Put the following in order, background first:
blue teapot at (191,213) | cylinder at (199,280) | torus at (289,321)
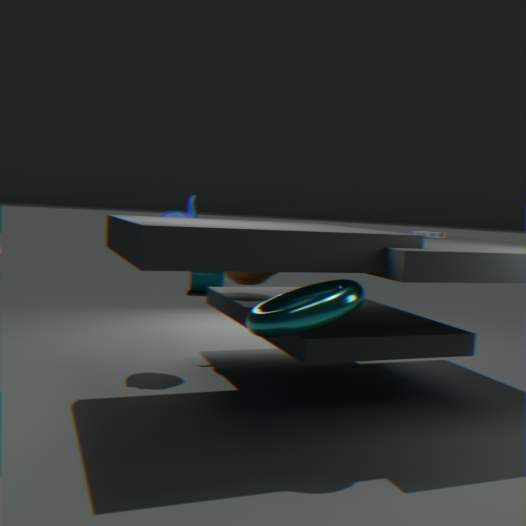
1. cylinder at (199,280)
2. blue teapot at (191,213)
3. torus at (289,321)
